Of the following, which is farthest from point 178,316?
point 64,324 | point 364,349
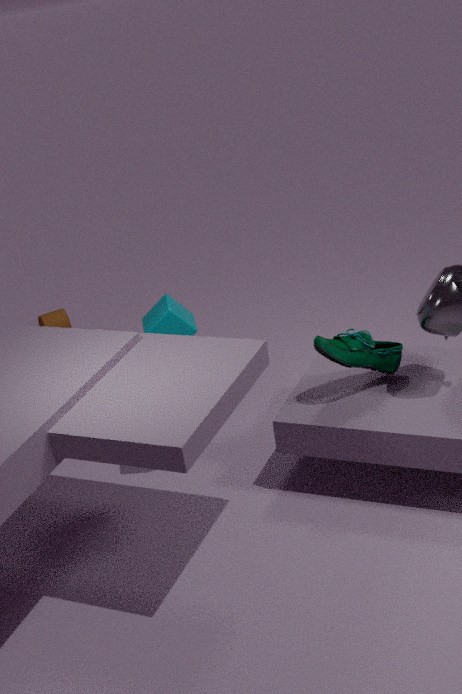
point 64,324
